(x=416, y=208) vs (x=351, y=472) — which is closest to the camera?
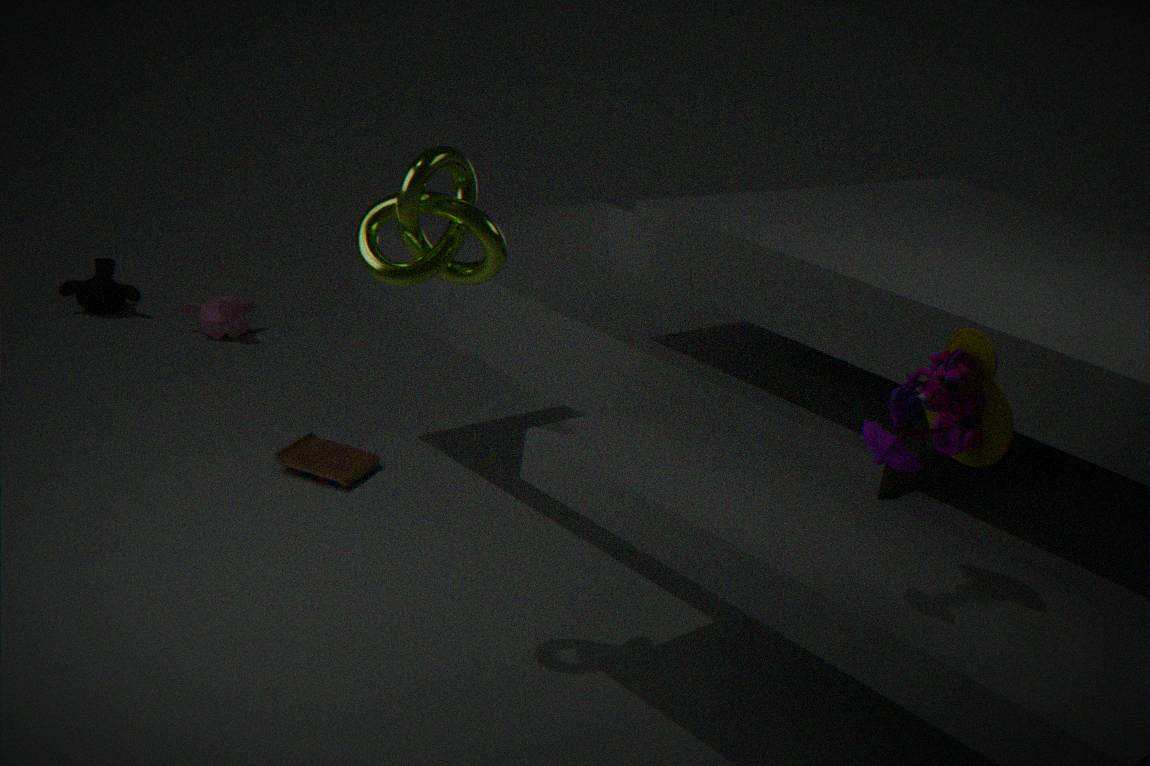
(x=416, y=208)
